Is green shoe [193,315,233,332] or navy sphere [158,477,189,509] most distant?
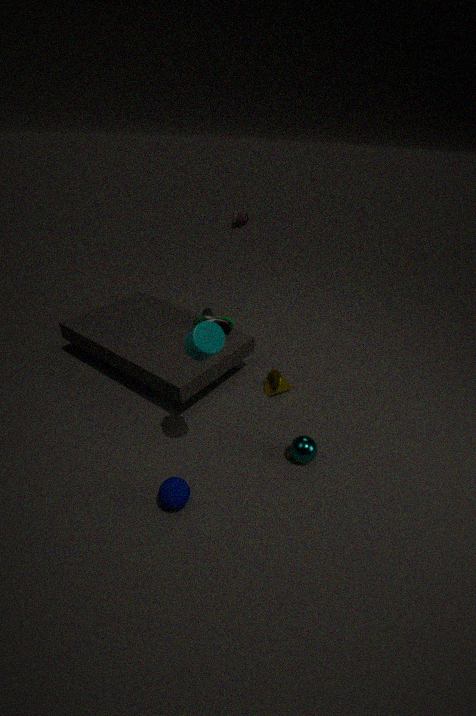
green shoe [193,315,233,332]
